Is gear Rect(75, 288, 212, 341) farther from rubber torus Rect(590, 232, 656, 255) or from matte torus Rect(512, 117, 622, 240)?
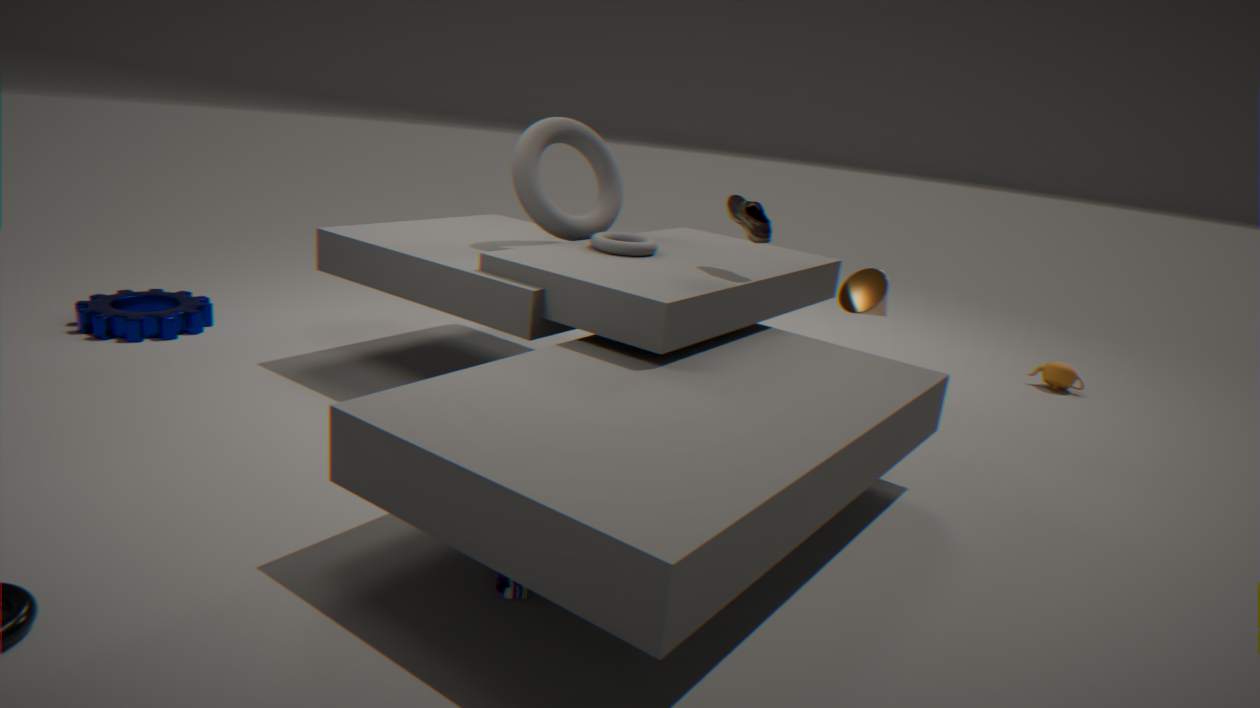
rubber torus Rect(590, 232, 656, 255)
